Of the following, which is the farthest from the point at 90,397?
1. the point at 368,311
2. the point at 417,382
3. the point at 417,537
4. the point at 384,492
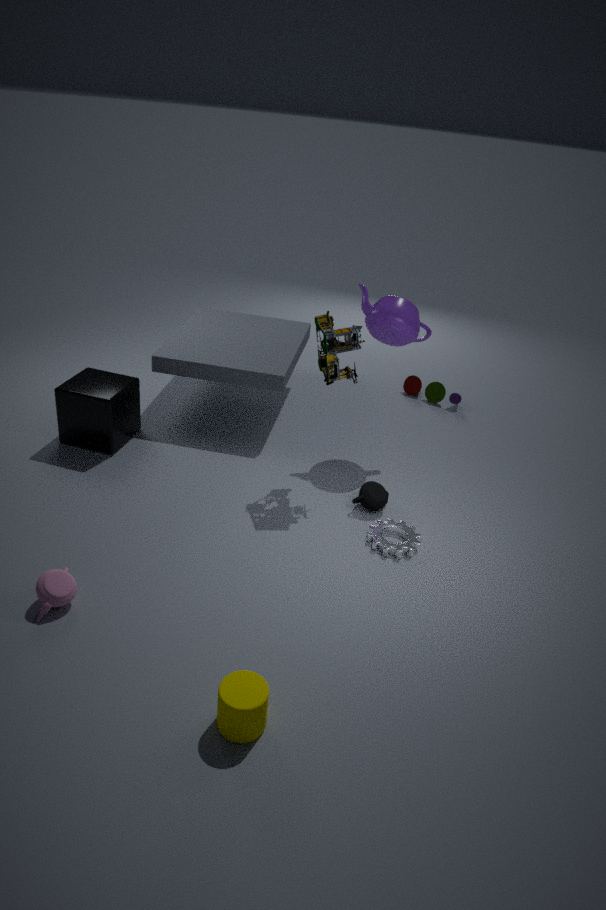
the point at 417,382
